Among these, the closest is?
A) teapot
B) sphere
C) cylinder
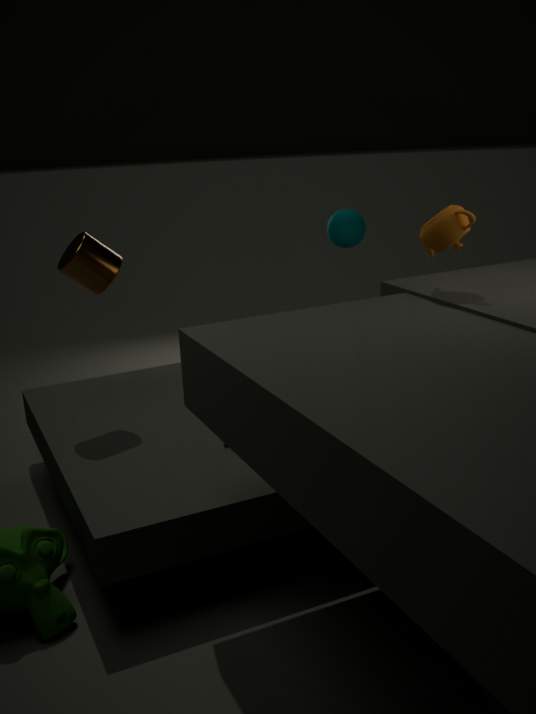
teapot
